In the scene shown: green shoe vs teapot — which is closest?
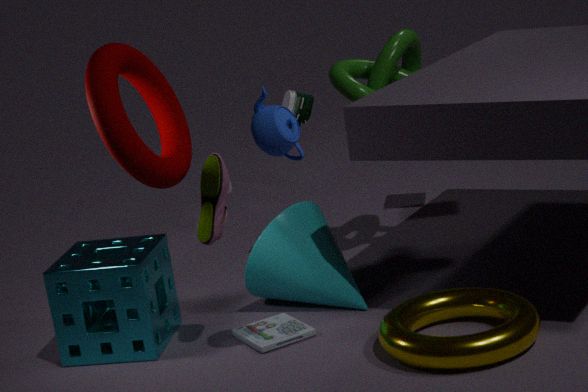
teapot
